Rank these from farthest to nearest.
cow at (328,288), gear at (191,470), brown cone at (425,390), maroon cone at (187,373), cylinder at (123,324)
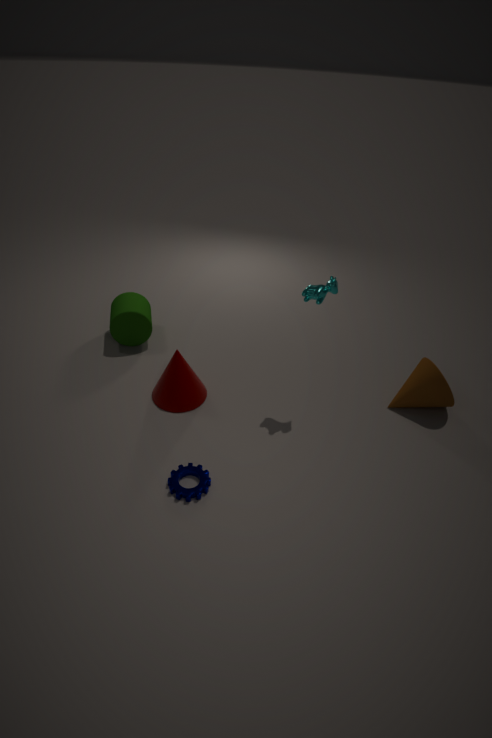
cylinder at (123,324) → maroon cone at (187,373) → brown cone at (425,390) → cow at (328,288) → gear at (191,470)
